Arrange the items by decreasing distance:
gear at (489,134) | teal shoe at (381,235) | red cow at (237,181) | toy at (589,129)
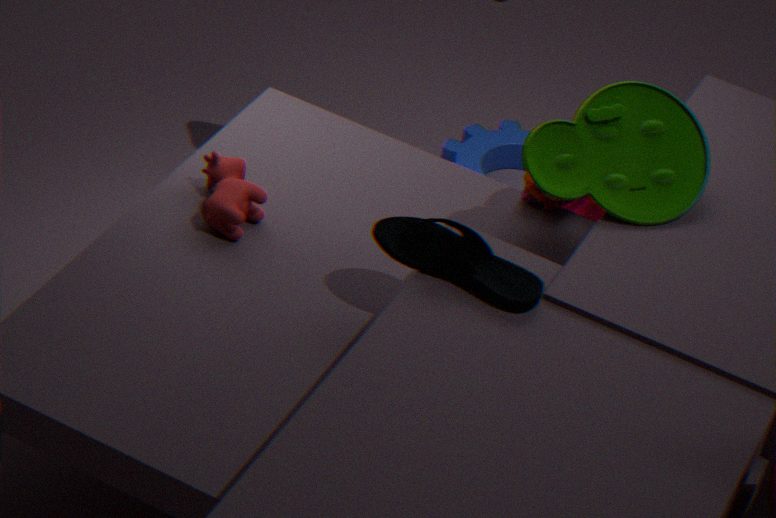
gear at (489,134)
toy at (589,129)
red cow at (237,181)
teal shoe at (381,235)
